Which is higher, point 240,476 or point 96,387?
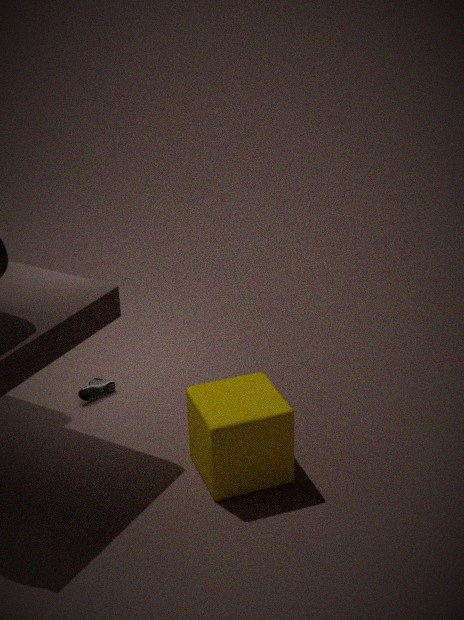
point 240,476
